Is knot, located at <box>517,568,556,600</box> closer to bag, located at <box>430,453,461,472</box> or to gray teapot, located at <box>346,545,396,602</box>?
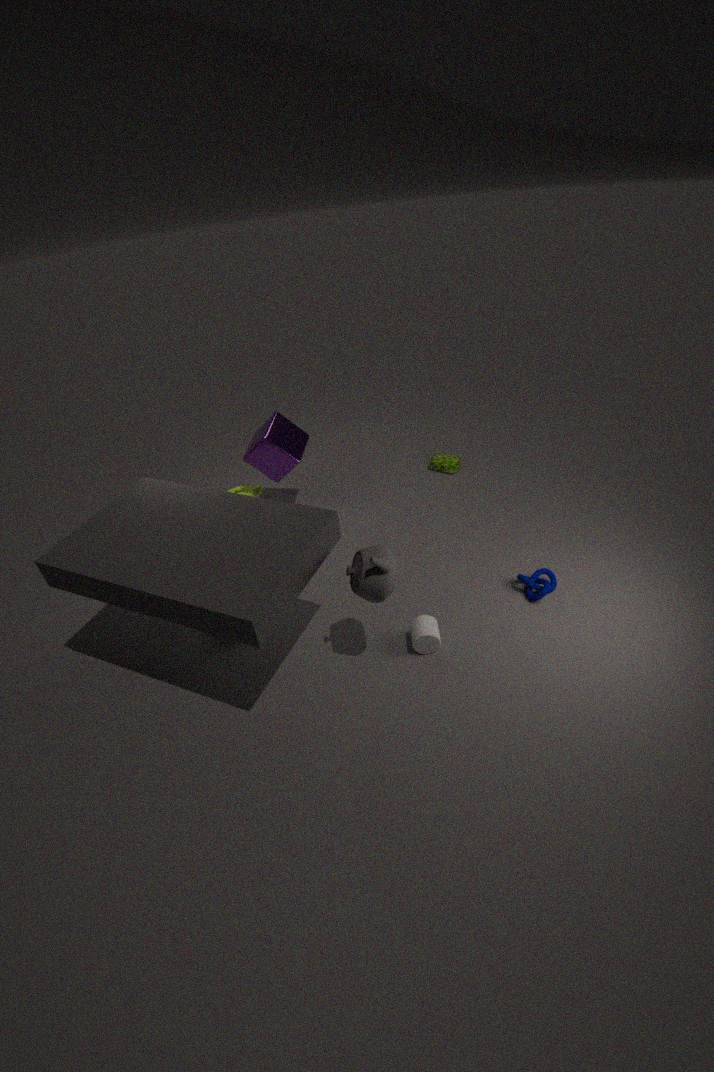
gray teapot, located at <box>346,545,396,602</box>
